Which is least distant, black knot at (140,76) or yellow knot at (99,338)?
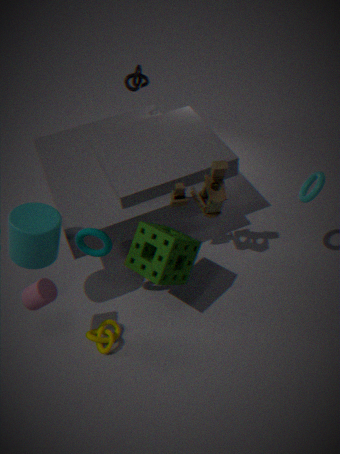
yellow knot at (99,338)
